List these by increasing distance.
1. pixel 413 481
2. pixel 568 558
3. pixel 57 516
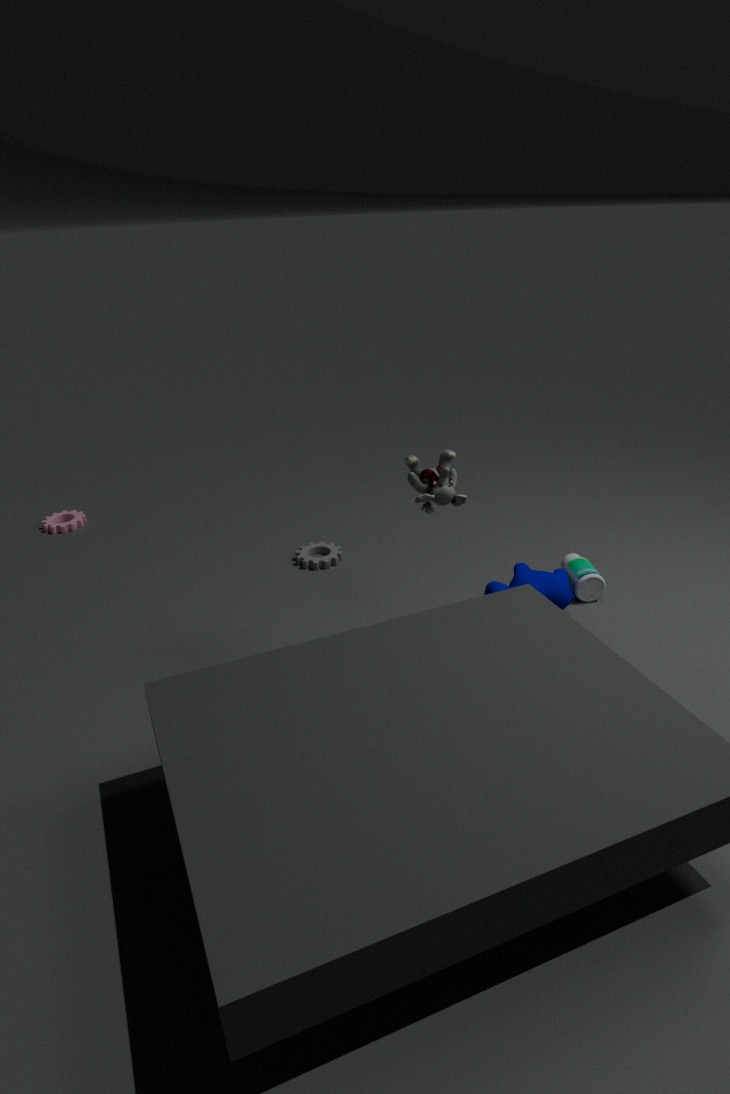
pixel 413 481, pixel 568 558, pixel 57 516
